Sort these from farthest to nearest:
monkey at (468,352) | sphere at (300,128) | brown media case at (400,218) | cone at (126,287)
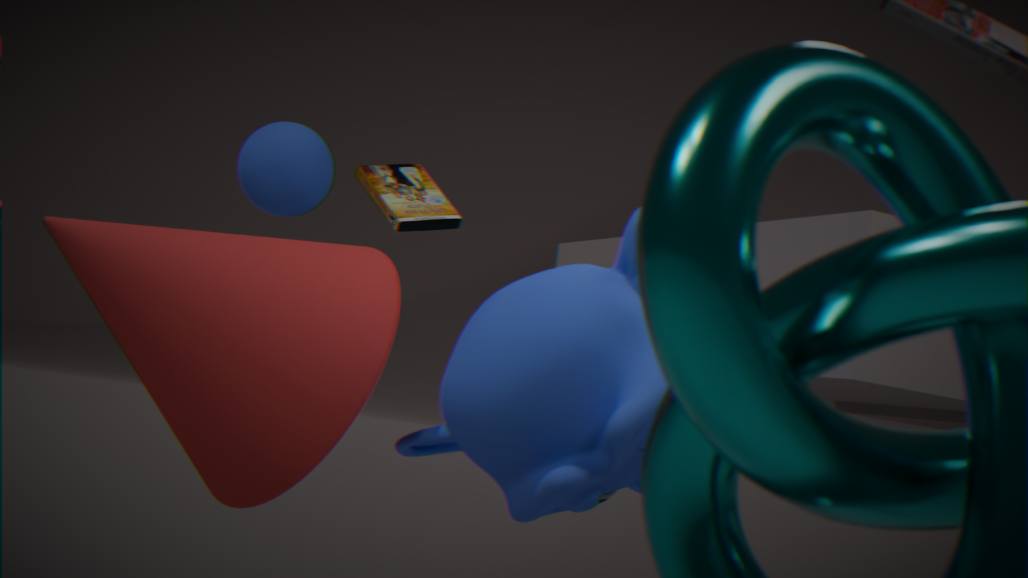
brown media case at (400,218)
sphere at (300,128)
cone at (126,287)
monkey at (468,352)
